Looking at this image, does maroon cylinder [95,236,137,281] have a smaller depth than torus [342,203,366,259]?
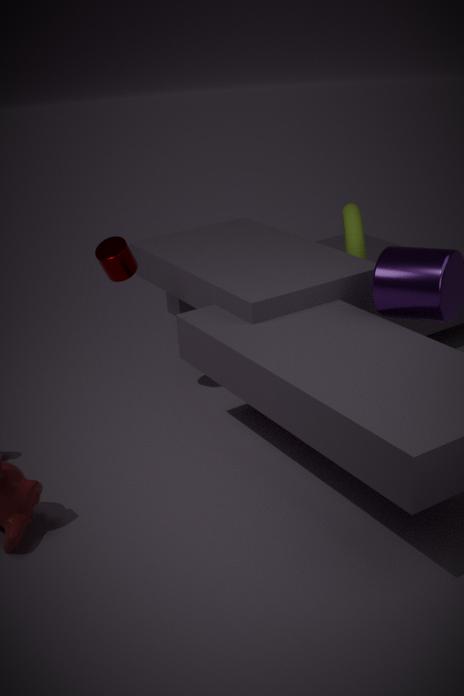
Yes
